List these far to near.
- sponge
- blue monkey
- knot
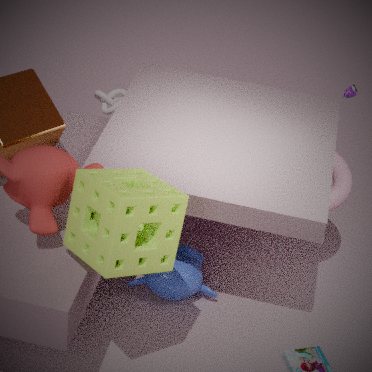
1. knot
2. blue monkey
3. sponge
